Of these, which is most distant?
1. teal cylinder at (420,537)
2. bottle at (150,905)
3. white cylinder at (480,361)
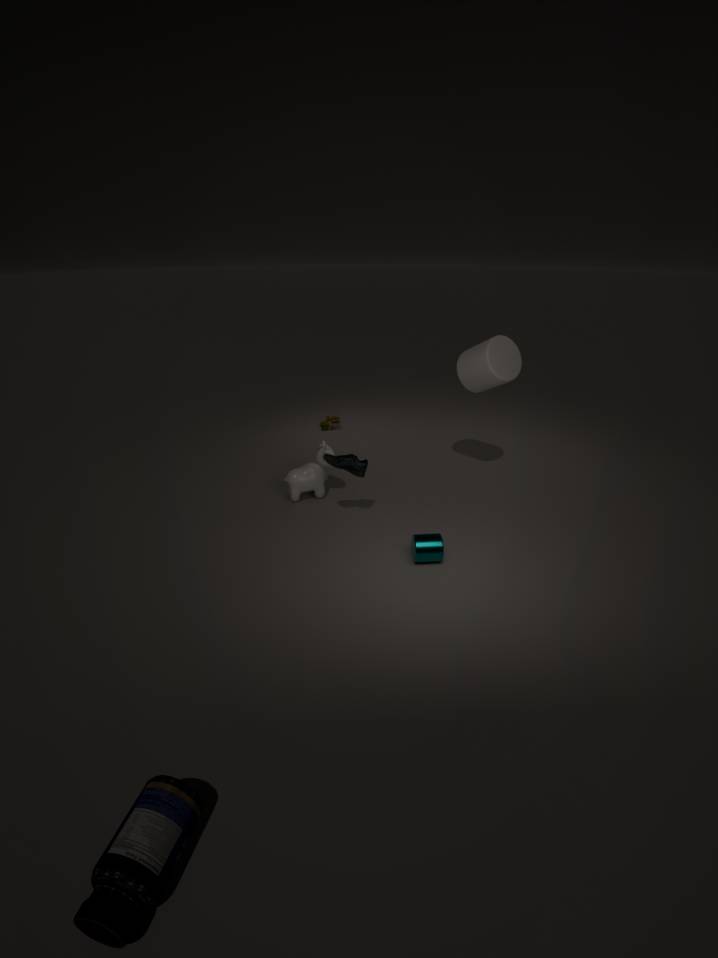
white cylinder at (480,361)
